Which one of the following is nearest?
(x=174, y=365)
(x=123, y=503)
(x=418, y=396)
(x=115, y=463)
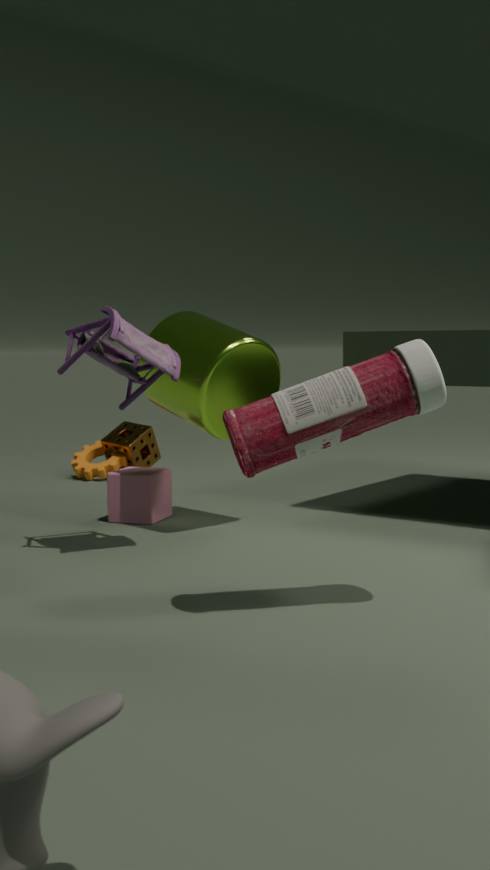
(x=418, y=396)
